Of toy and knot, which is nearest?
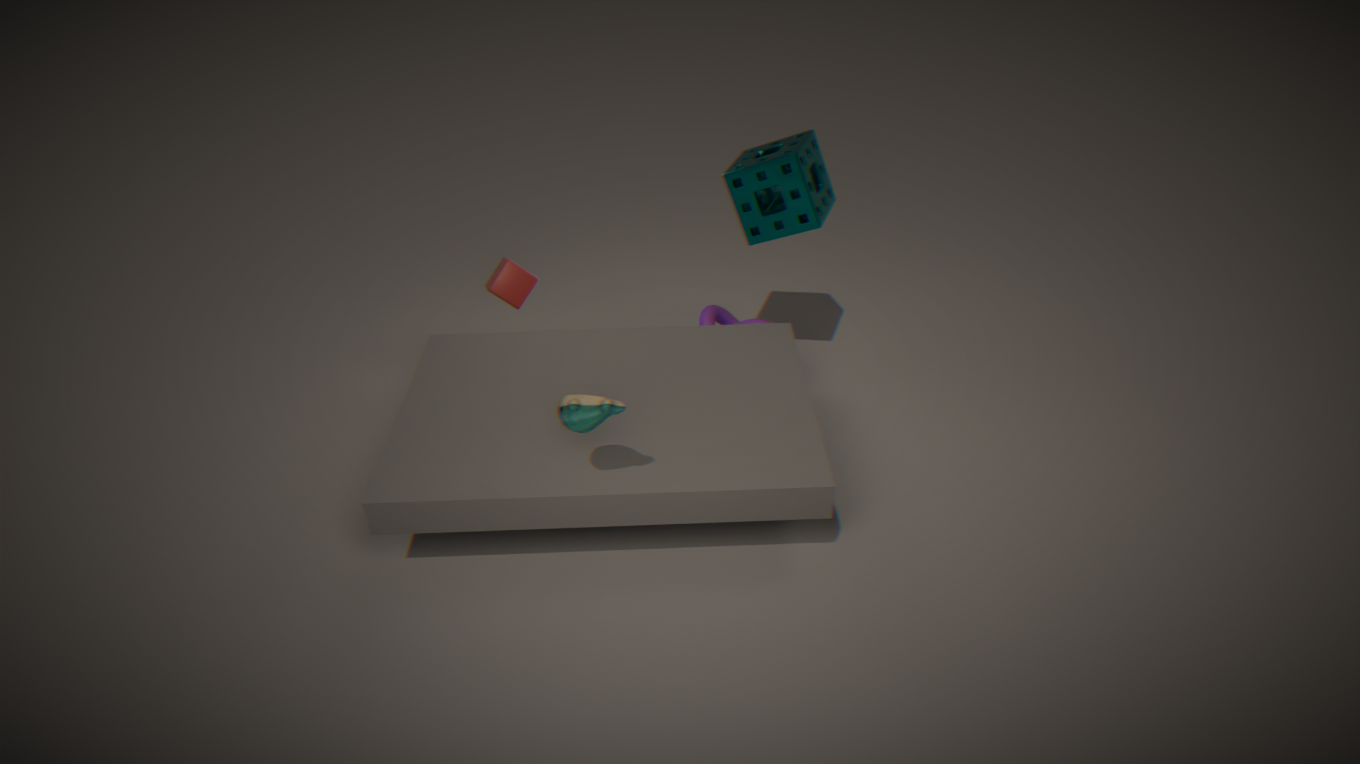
toy
